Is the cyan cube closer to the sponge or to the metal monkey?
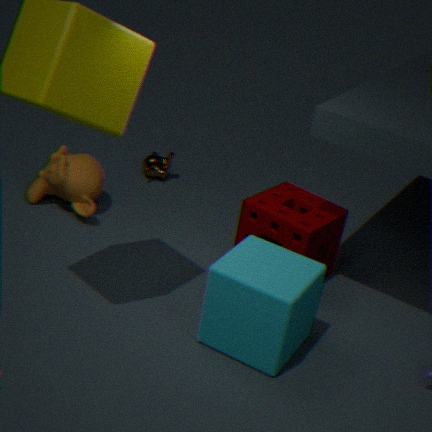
the sponge
